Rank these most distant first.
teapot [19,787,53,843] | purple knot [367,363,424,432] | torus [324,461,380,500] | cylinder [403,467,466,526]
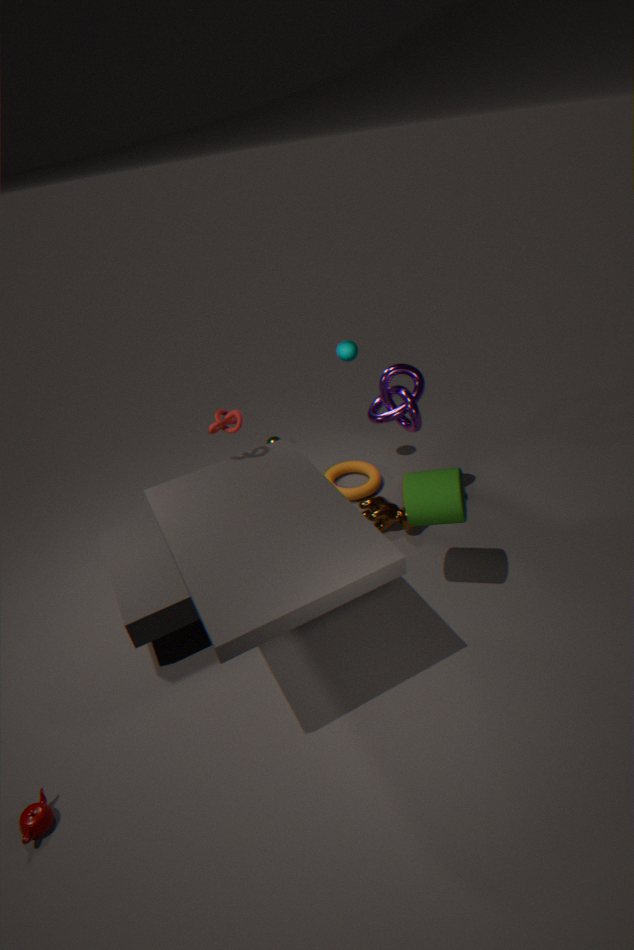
1. torus [324,461,380,500]
2. purple knot [367,363,424,432]
3. cylinder [403,467,466,526]
4. teapot [19,787,53,843]
